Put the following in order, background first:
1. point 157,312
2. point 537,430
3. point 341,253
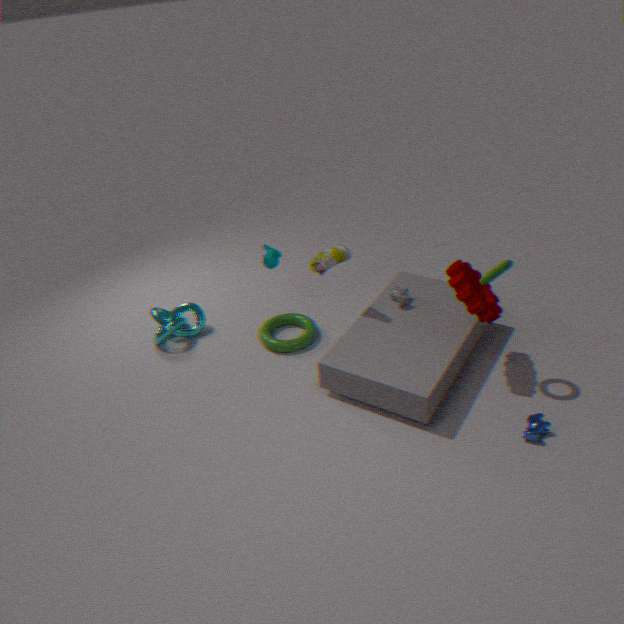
point 157,312, point 341,253, point 537,430
